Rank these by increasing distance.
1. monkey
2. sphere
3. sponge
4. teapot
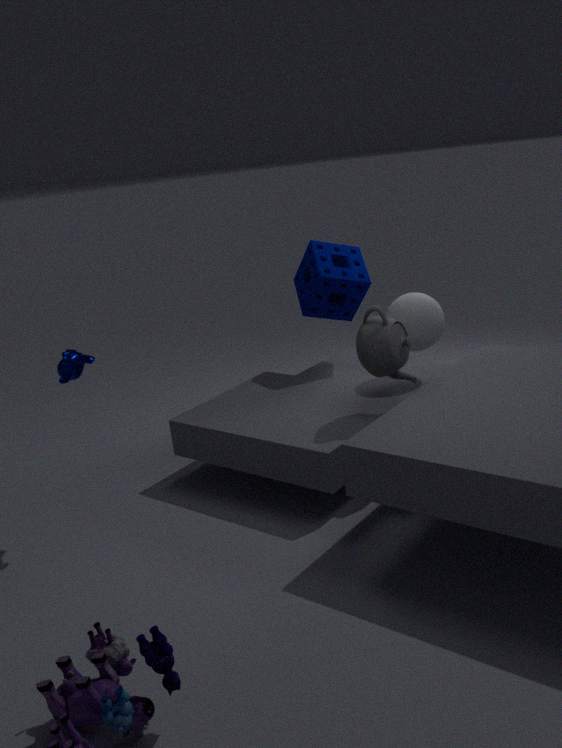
monkey → teapot → sphere → sponge
